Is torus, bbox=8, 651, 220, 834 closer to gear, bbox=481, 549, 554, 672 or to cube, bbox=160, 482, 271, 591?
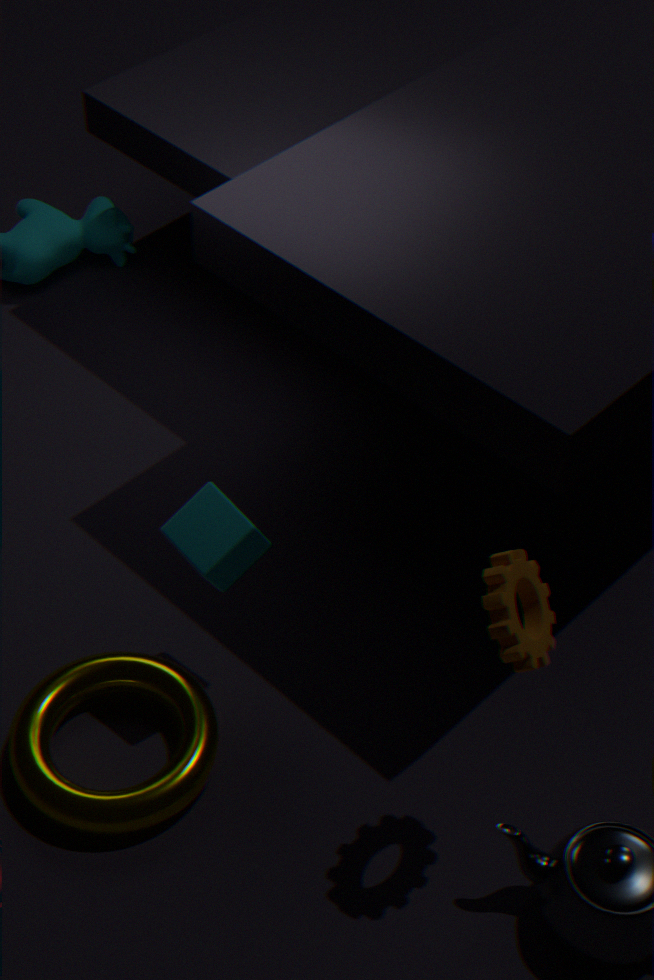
cube, bbox=160, 482, 271, 591
